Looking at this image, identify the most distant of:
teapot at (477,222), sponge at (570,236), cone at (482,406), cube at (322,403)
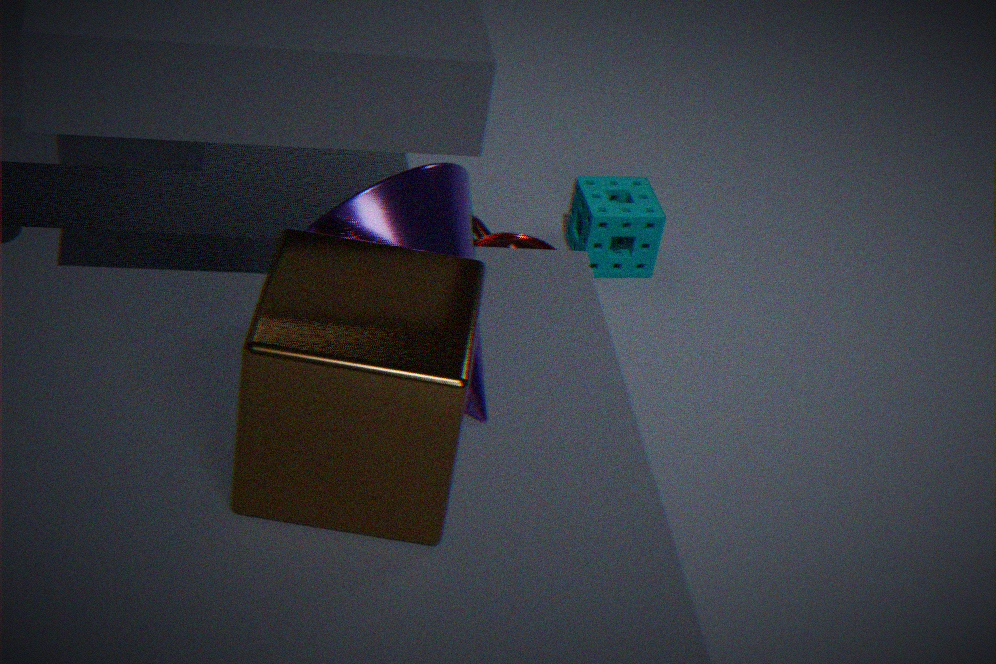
sponge at (570,236)
